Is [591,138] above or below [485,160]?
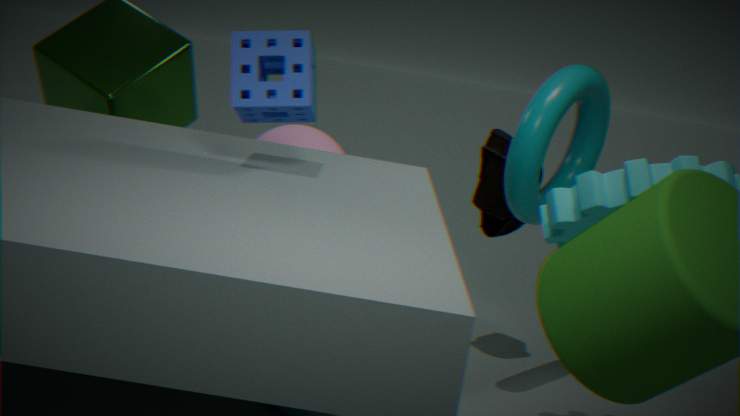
above
